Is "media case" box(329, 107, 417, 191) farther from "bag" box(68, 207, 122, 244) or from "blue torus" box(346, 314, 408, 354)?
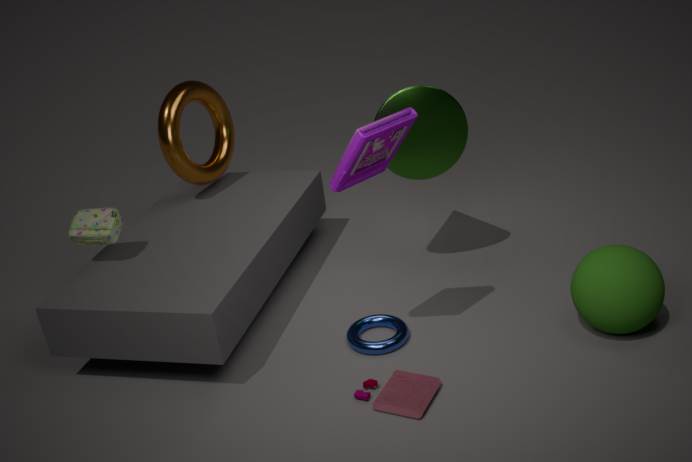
"bag" box(68, 207, 122, 244)
